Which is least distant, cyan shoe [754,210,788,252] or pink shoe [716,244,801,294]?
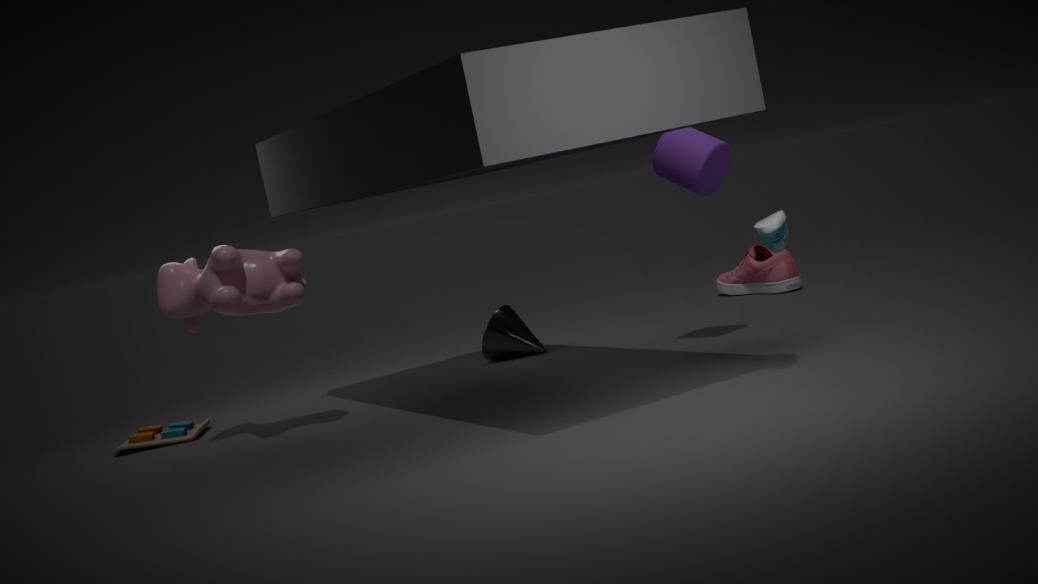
cyan shoe [754,210,788,252]
